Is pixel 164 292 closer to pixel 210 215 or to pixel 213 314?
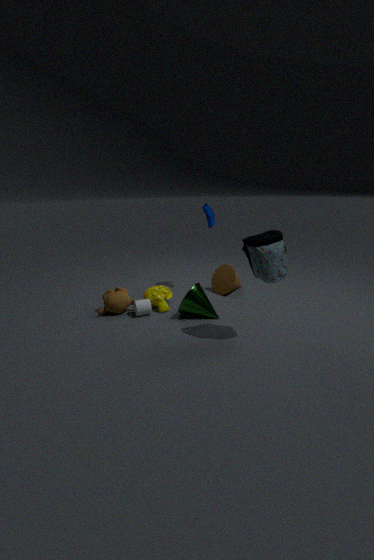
pixel 213 314
